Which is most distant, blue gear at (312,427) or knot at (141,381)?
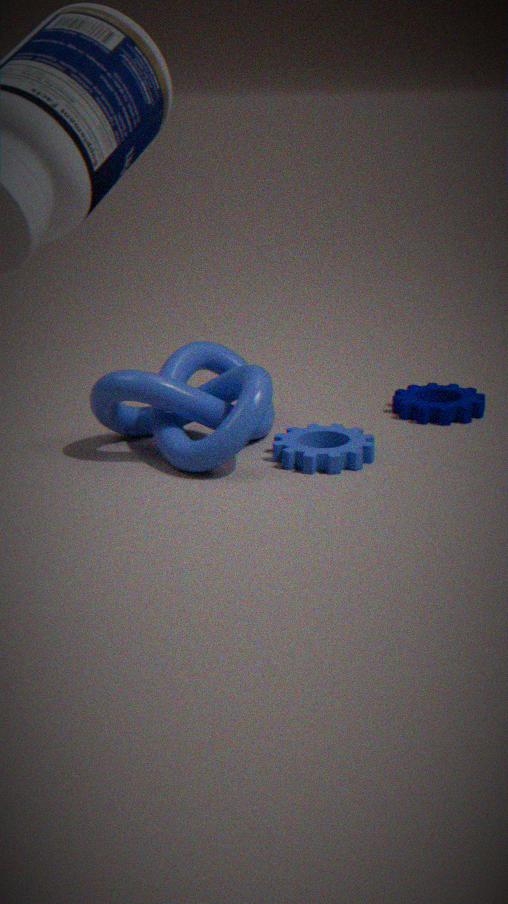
blue gear at (312,427)
